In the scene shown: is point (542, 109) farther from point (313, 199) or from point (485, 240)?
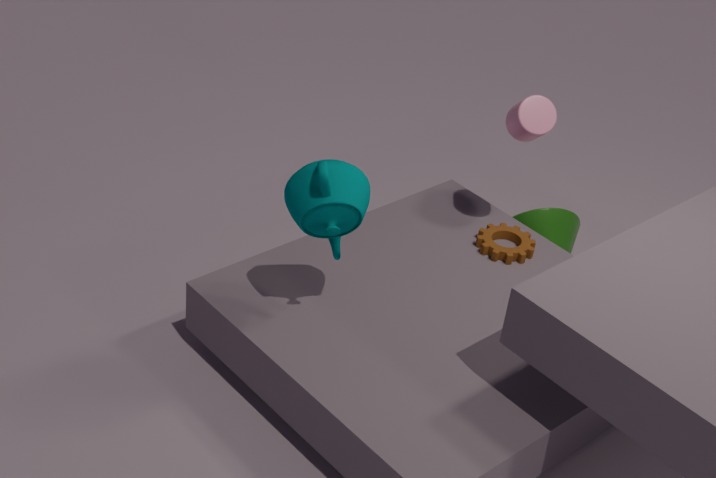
point (313, 199)
